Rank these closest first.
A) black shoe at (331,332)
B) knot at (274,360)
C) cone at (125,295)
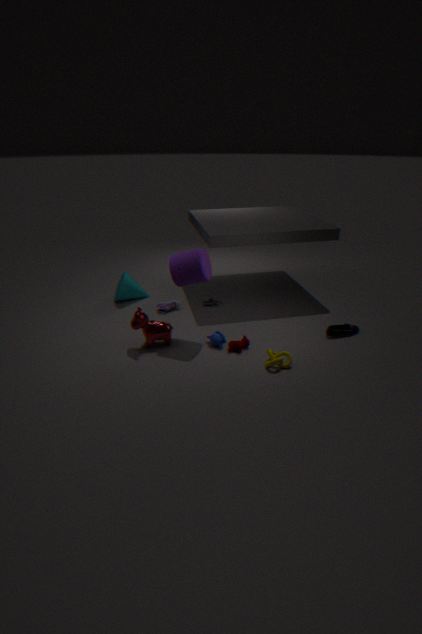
knot at (274,360), black shoe at (331,332), cone at (125,295)
